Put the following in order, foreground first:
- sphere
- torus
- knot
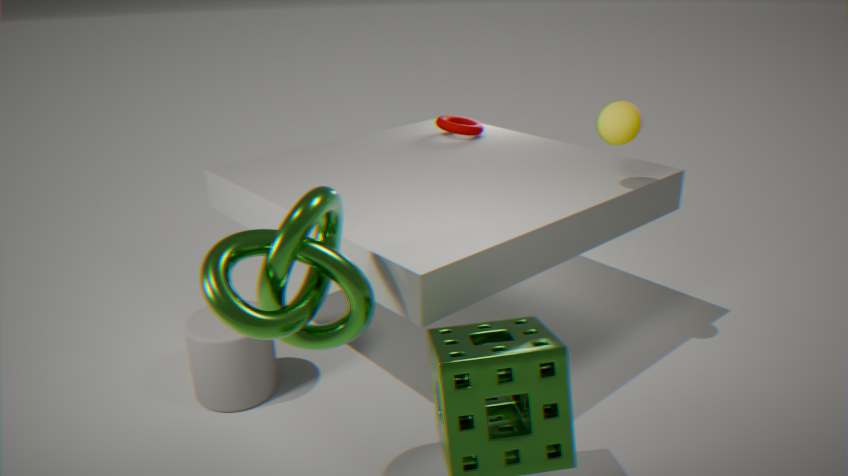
knot, sphere, torus
